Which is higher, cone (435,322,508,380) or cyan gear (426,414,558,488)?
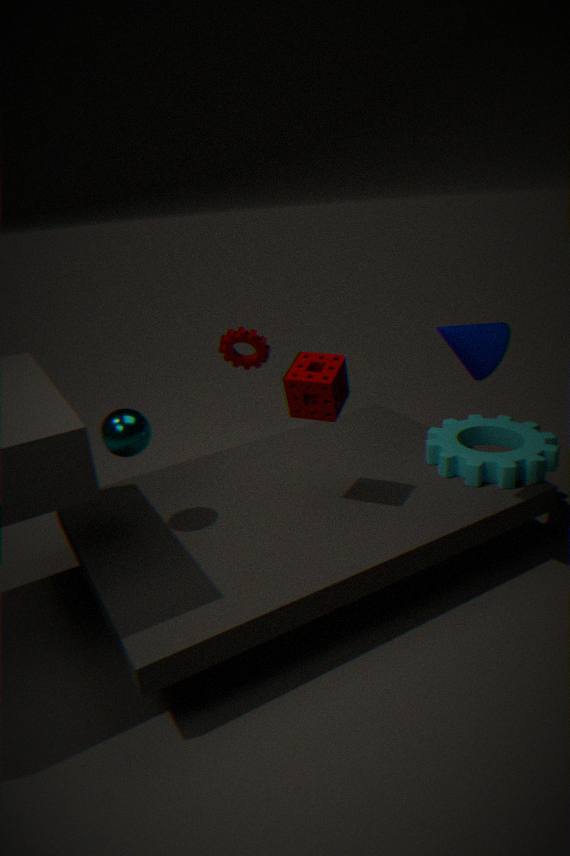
cone (435,322,508,380)
